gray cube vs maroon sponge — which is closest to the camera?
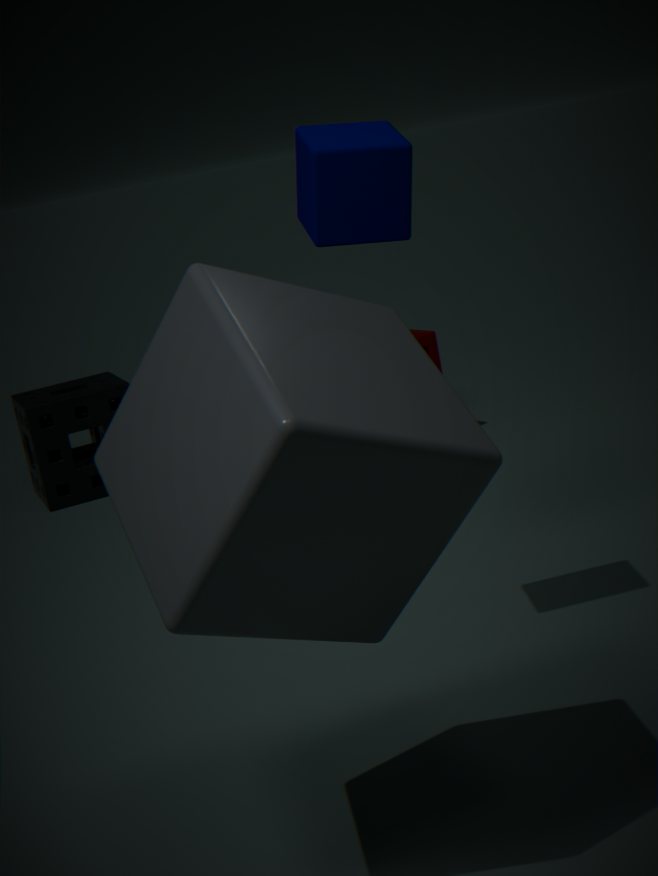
gray cube
